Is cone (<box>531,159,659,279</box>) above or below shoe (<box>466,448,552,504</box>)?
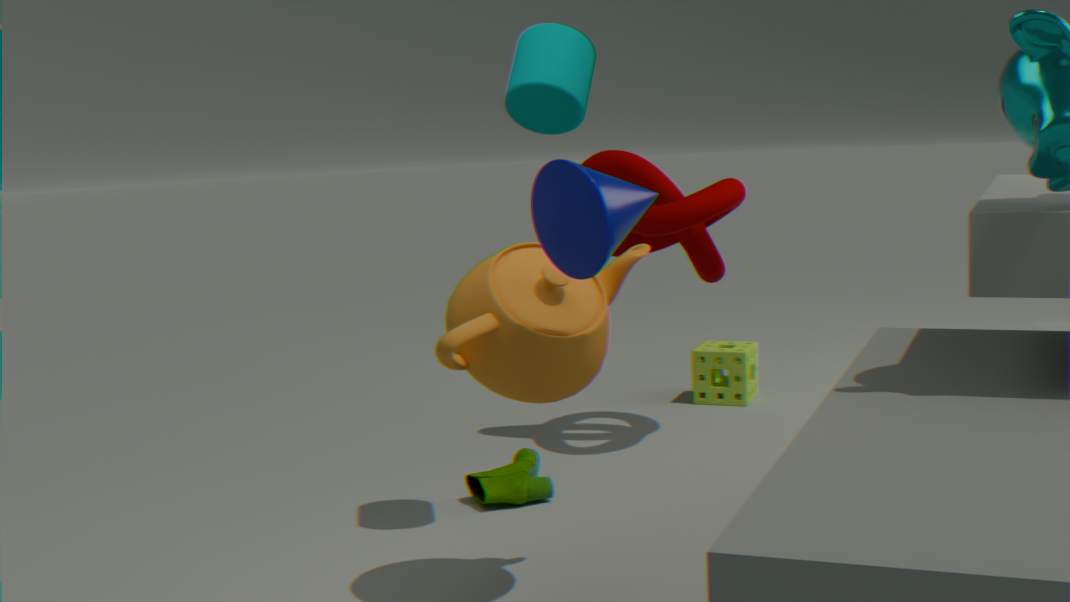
above
